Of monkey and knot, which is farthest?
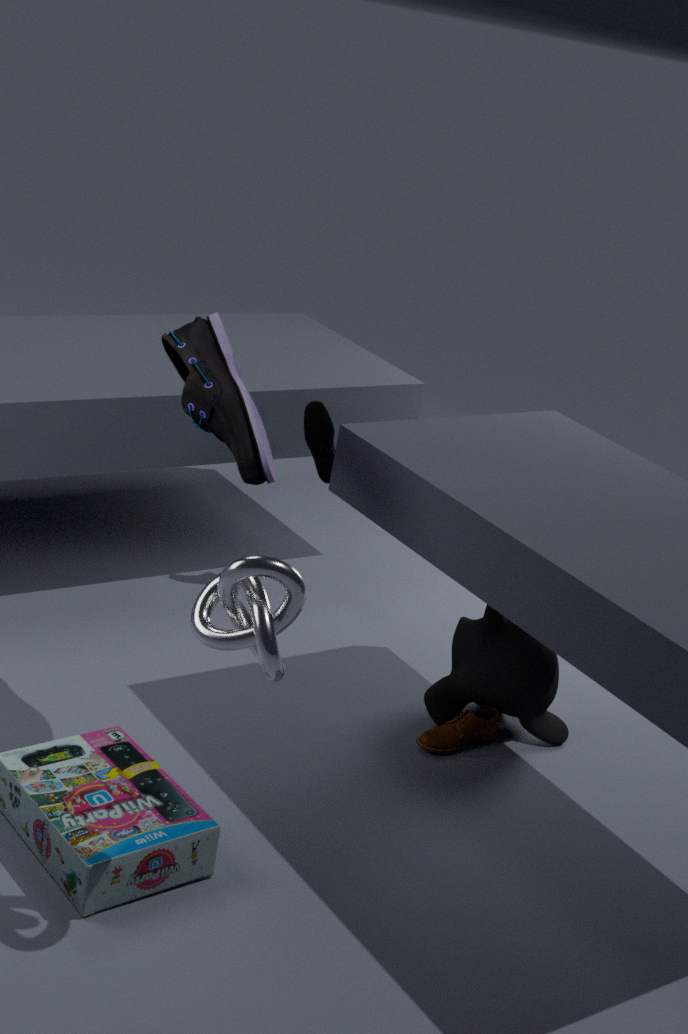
monkey
